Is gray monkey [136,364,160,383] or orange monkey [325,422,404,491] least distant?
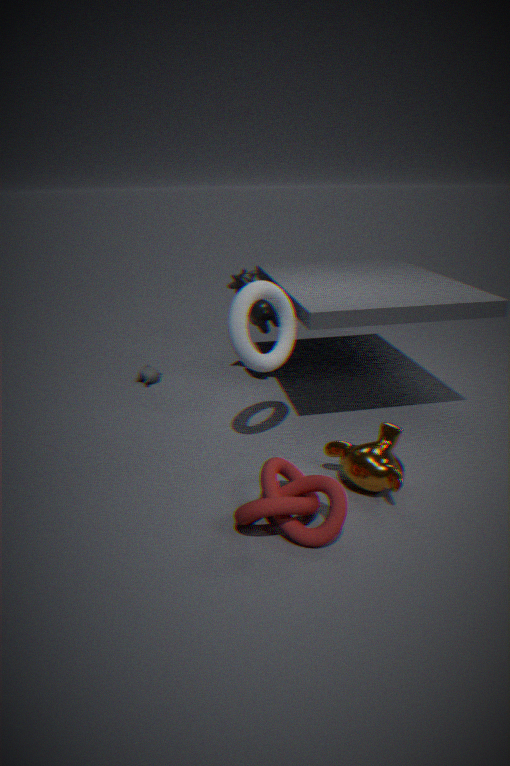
orange monkey [325,422,404,491]
